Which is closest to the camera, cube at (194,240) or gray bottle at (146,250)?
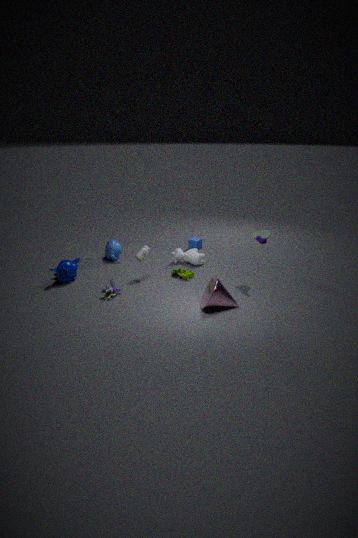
gray bottle at (146,250)
